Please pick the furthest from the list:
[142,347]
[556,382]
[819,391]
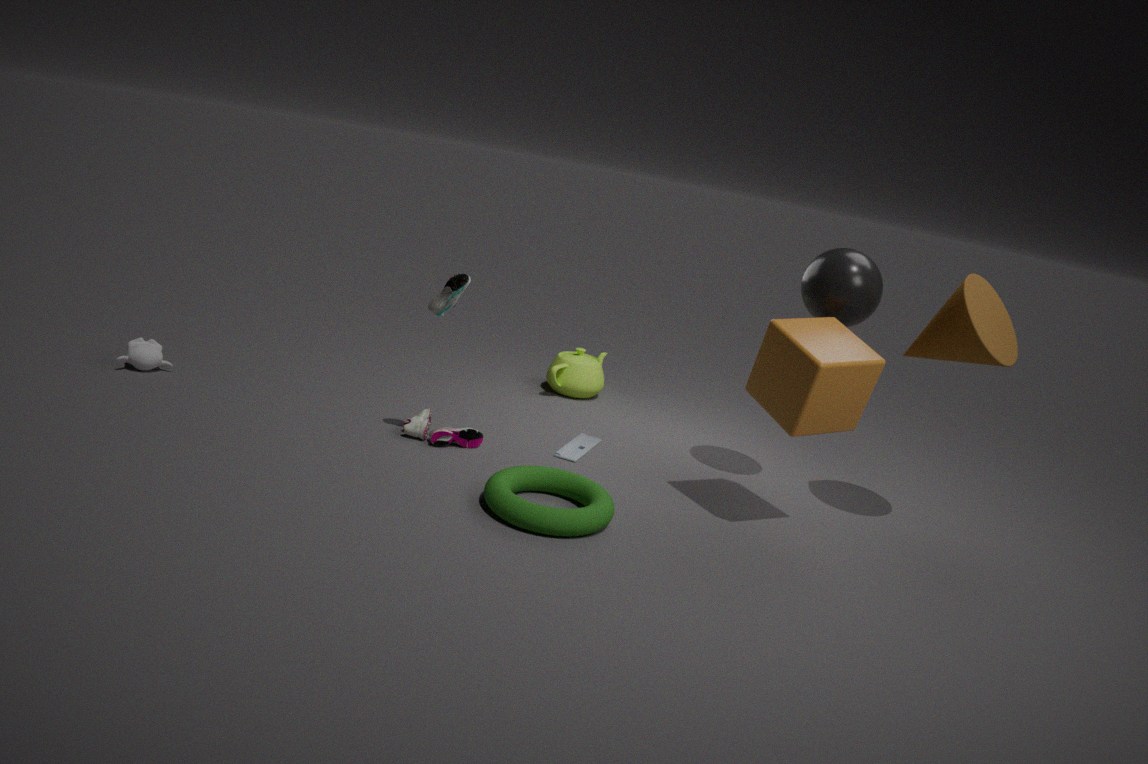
[556,382]
